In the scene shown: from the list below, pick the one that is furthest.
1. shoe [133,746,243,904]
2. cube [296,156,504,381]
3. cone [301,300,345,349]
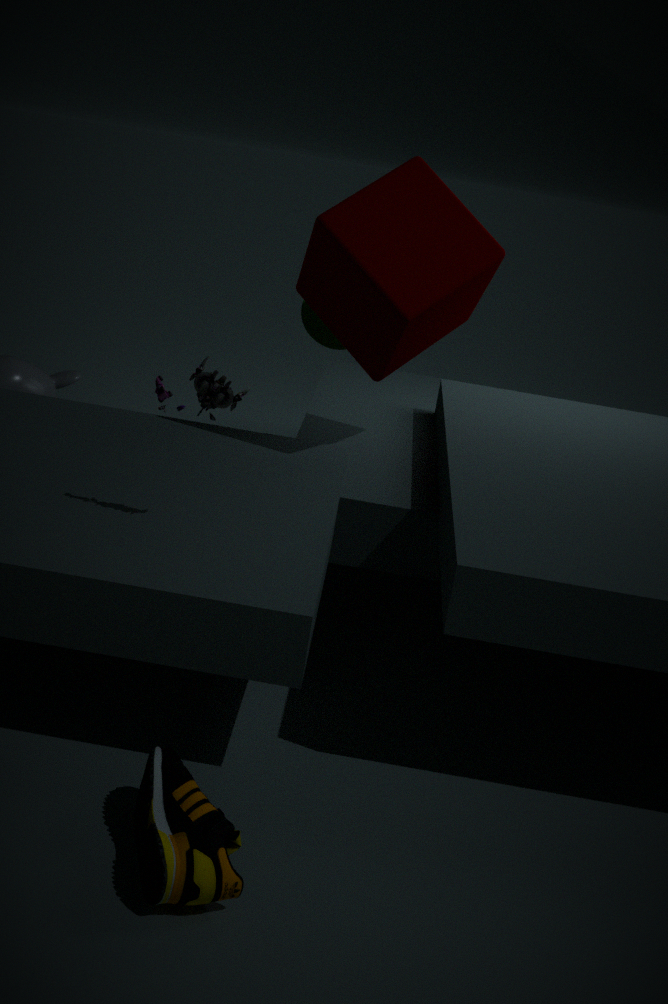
cone [301,300,345,349]
